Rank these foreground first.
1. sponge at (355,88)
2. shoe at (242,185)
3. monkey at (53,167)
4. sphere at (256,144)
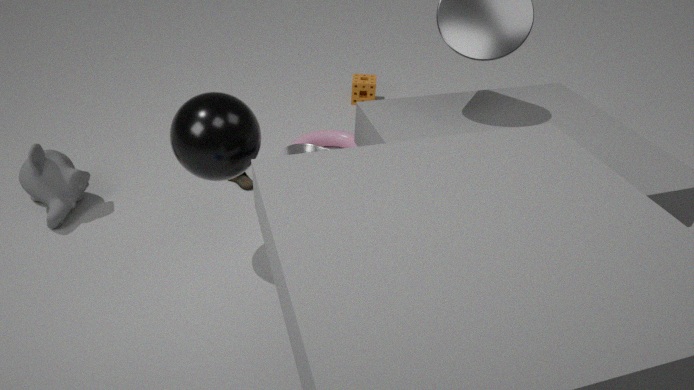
sphere at (256,144) → monkey at (53,167) → shoe at (242,185) → sponge at (355,88)
